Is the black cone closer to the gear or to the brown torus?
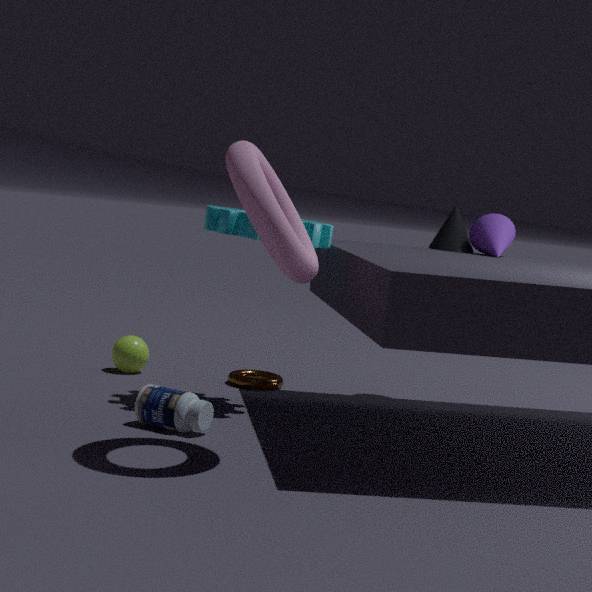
the gear
